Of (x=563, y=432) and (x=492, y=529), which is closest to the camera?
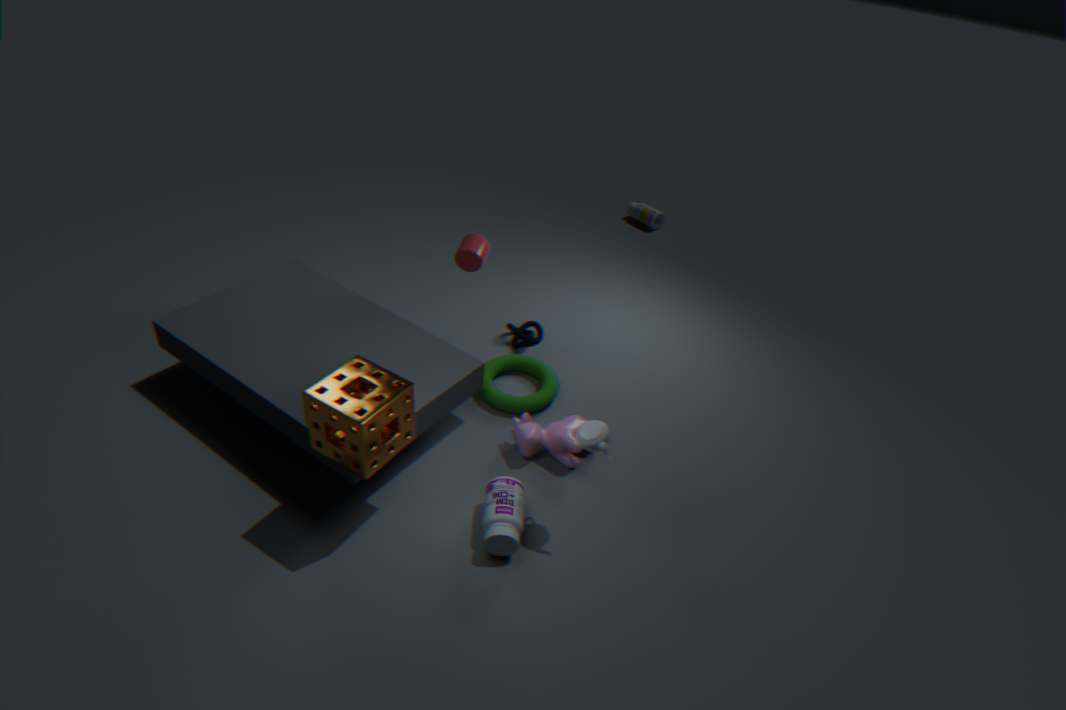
(x=492, y=529)
